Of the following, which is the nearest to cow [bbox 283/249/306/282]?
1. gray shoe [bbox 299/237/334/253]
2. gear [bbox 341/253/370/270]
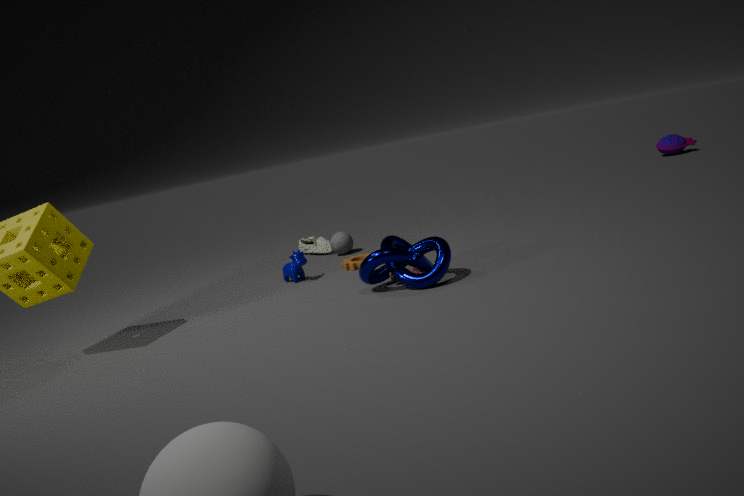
gear [bbox 341/253/370/270]
